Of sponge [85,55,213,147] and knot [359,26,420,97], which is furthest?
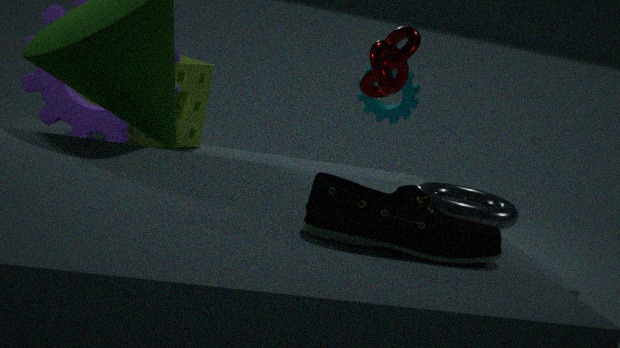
sponge [85,55,213,147]
